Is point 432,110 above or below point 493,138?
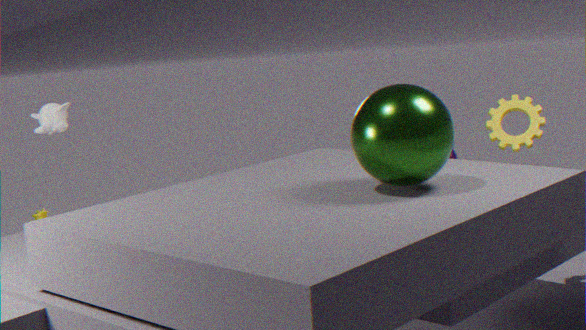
above
